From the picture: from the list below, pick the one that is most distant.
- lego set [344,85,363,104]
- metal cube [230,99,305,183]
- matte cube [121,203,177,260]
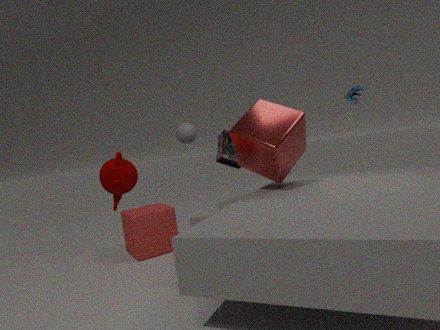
lego set [344,85,363,104]
